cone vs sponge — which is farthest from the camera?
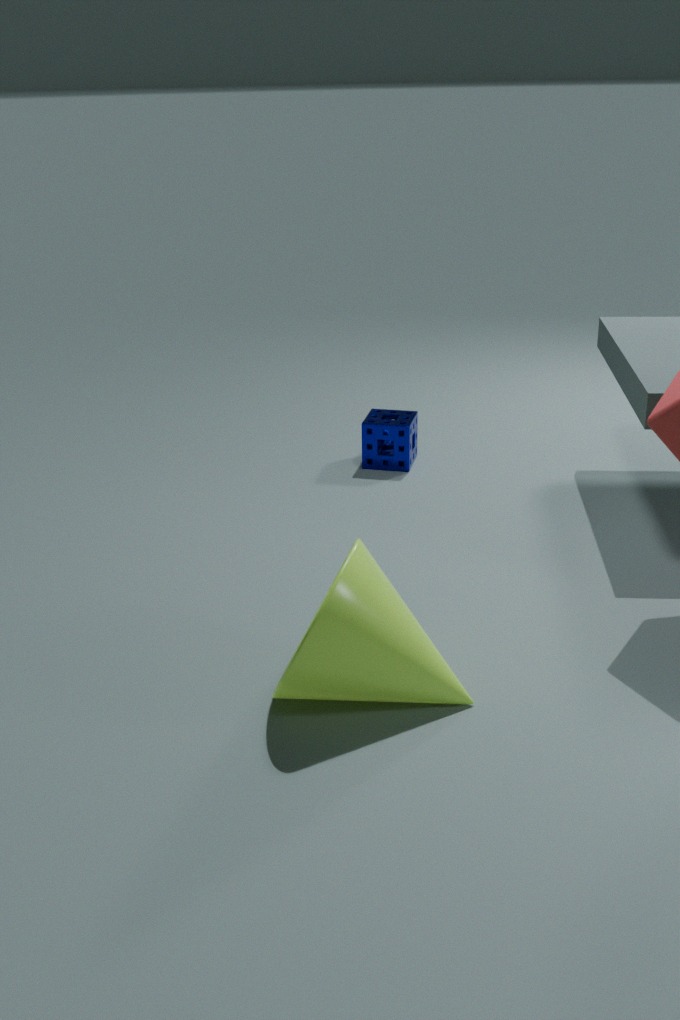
sponge
